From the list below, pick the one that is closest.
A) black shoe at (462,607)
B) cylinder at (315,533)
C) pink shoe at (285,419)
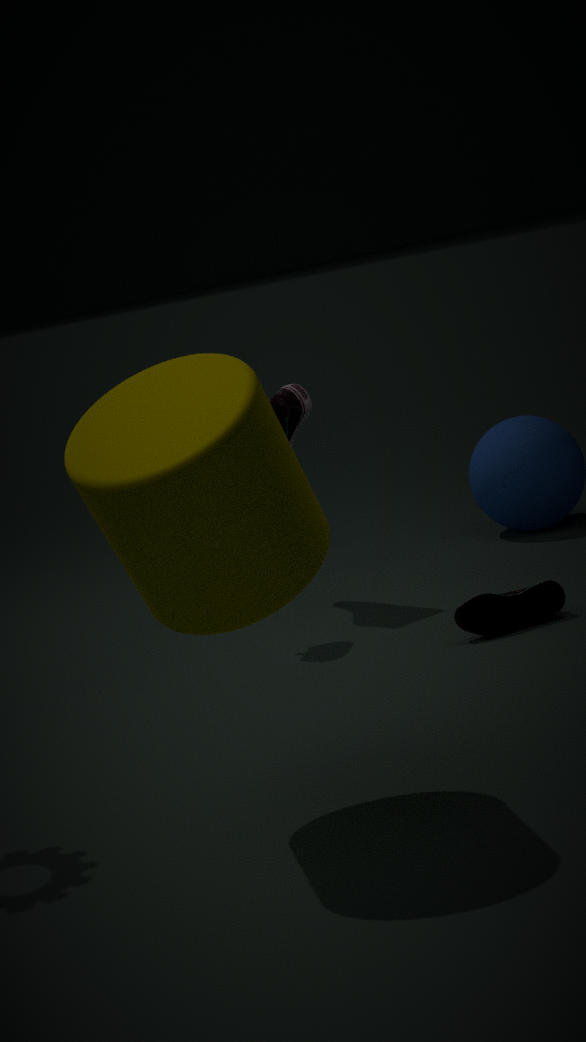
cylinder at (315,533)
